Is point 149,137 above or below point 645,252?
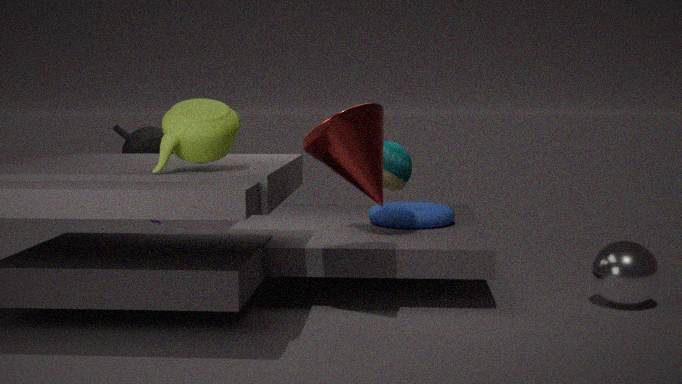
above
